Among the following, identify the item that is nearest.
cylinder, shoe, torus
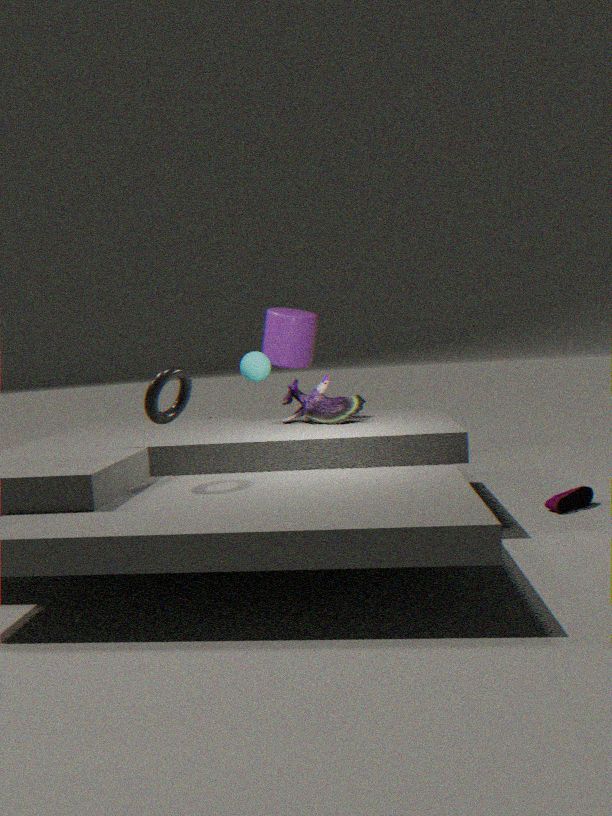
torus
